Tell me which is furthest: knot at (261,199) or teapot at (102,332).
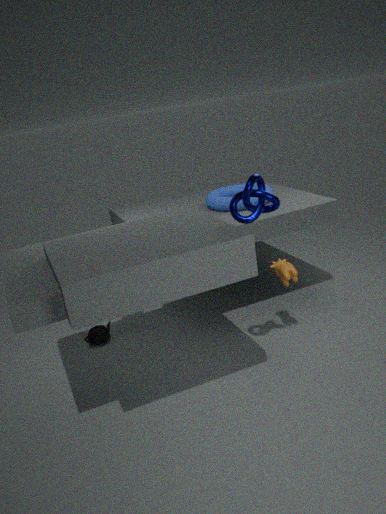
teapot at (102,332)
